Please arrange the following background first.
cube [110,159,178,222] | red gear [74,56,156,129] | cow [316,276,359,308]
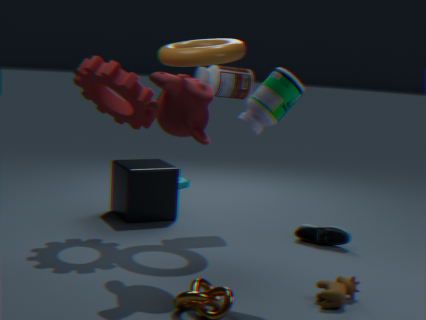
cube [110,159,178,222] < red gear [74,56,156,129] < cow [316,276,359,308]
